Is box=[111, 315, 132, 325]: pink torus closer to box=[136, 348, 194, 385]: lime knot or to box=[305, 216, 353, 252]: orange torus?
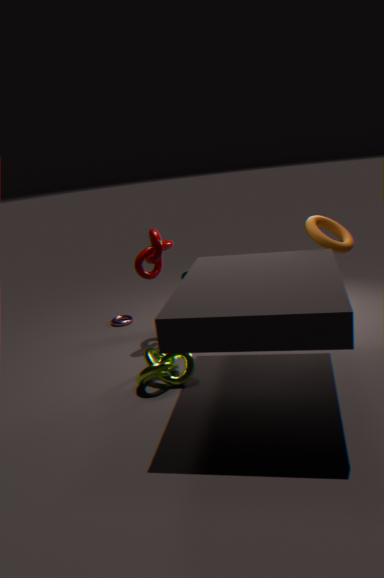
box=[136, 348, 194, 385]: lime knot
